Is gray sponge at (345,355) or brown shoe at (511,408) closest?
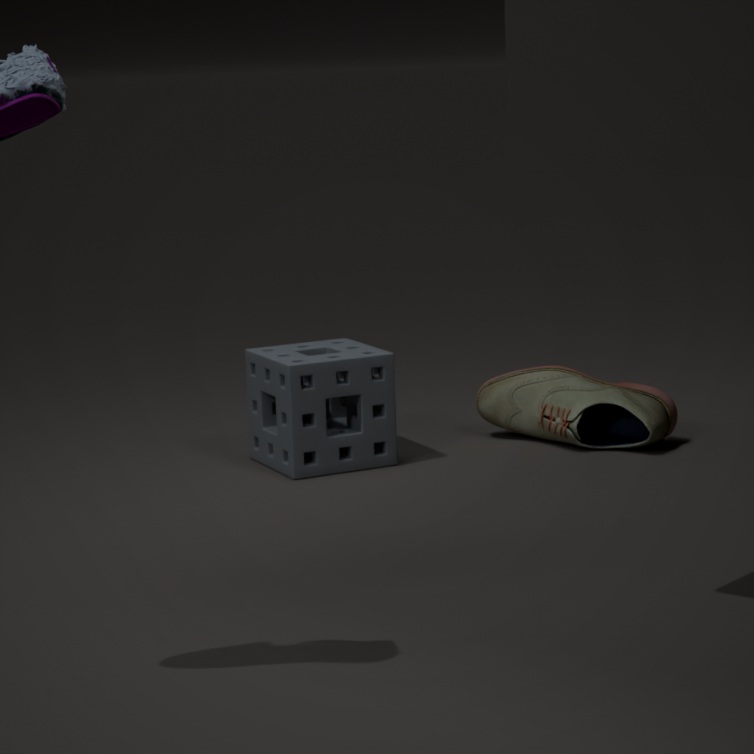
gray sponge at (345,355)
